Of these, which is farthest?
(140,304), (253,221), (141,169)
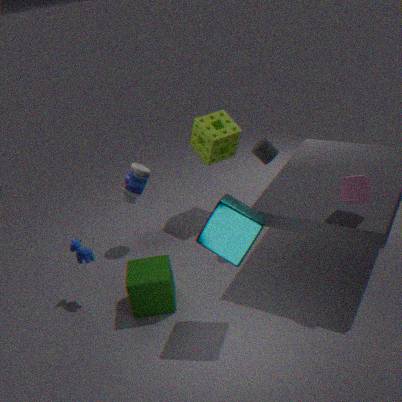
(141,169)
